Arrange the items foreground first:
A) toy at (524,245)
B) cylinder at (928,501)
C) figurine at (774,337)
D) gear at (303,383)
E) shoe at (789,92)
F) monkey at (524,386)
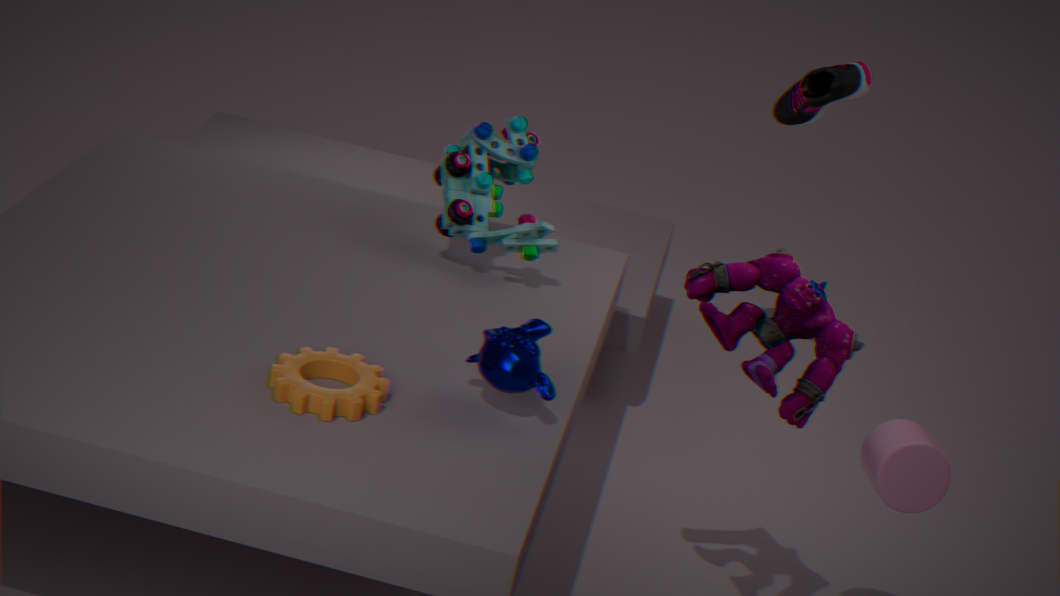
gear at (303,383) → figurine at (774,337) → monkey at (524,386) → cylinder at (928,501) → toy at (524,245) → shoe at (789,92)
